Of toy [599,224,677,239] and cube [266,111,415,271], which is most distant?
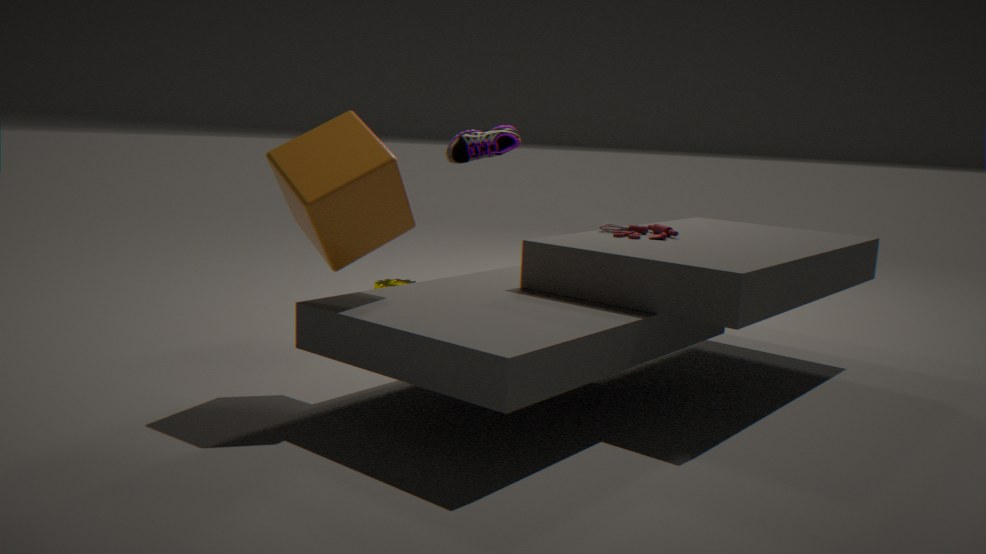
toy [599,224,677,239]
